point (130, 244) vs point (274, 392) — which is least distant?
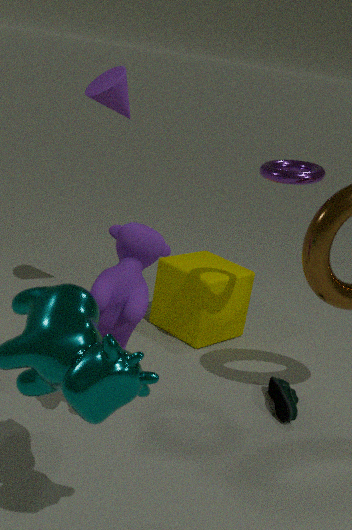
point (130, 244)
